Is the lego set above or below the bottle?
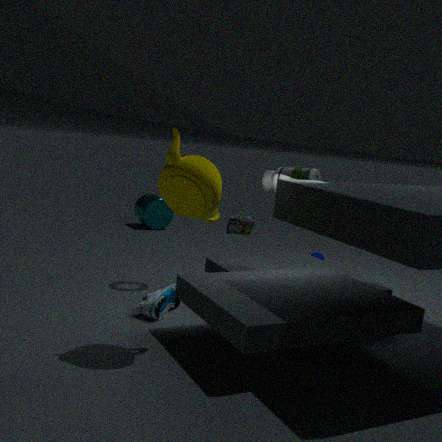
below
